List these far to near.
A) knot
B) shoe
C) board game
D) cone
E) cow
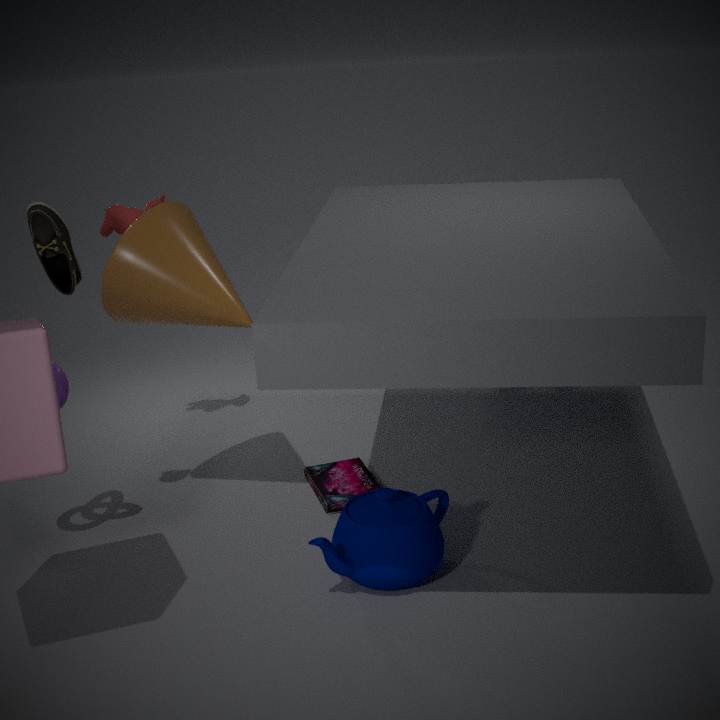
cow
board game
cone
knot
shoe
